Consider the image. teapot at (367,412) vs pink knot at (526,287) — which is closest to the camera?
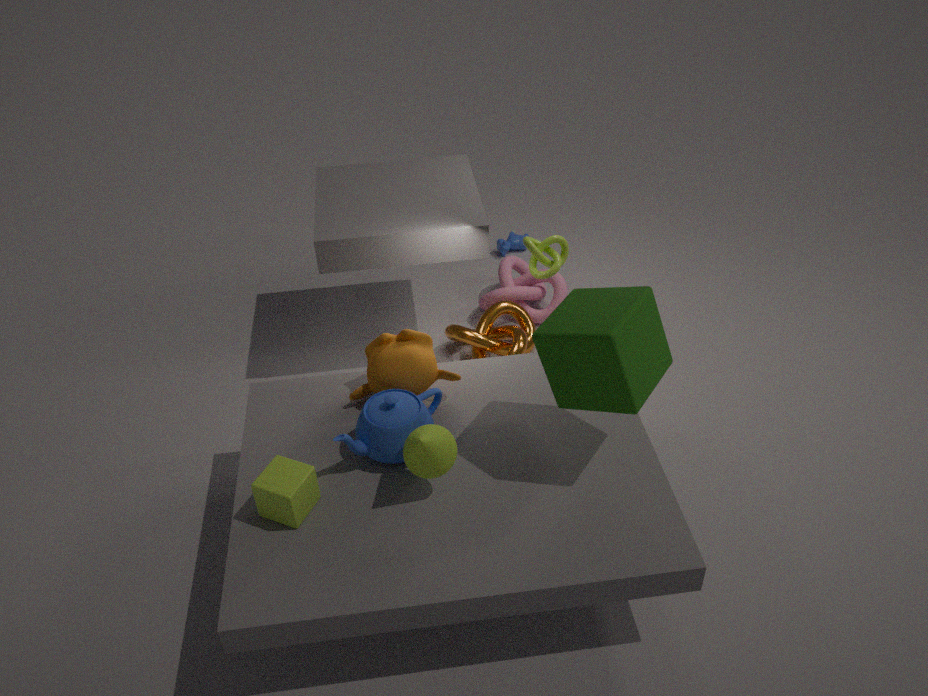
teapot at (367,412)
